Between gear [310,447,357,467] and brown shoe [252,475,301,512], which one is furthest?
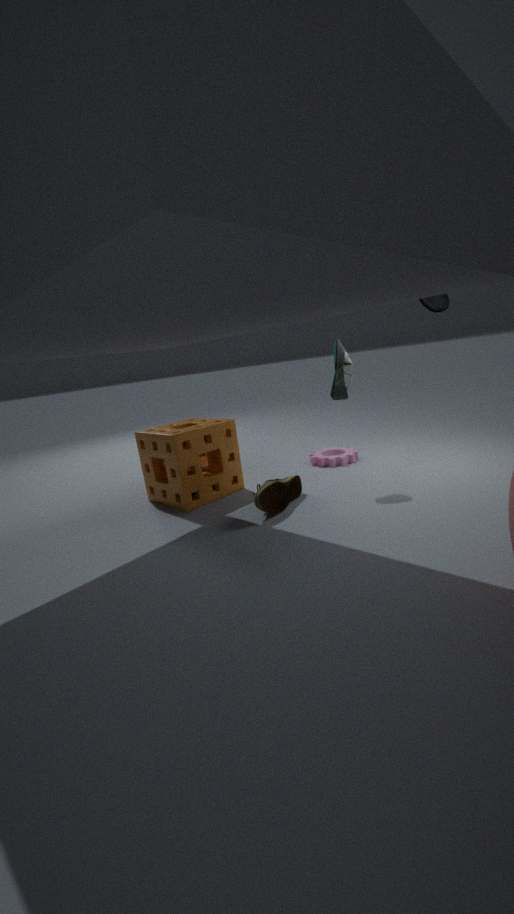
gear [310,447,357,467]
